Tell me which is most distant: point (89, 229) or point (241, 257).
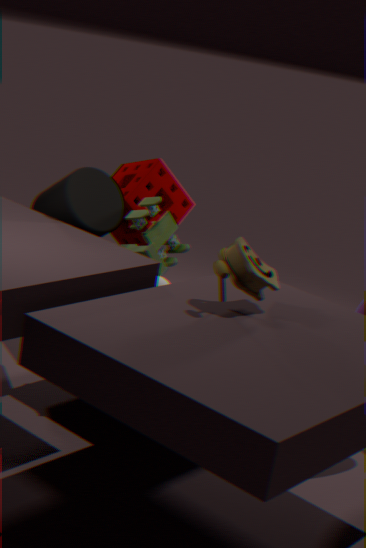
point (89, 229)
